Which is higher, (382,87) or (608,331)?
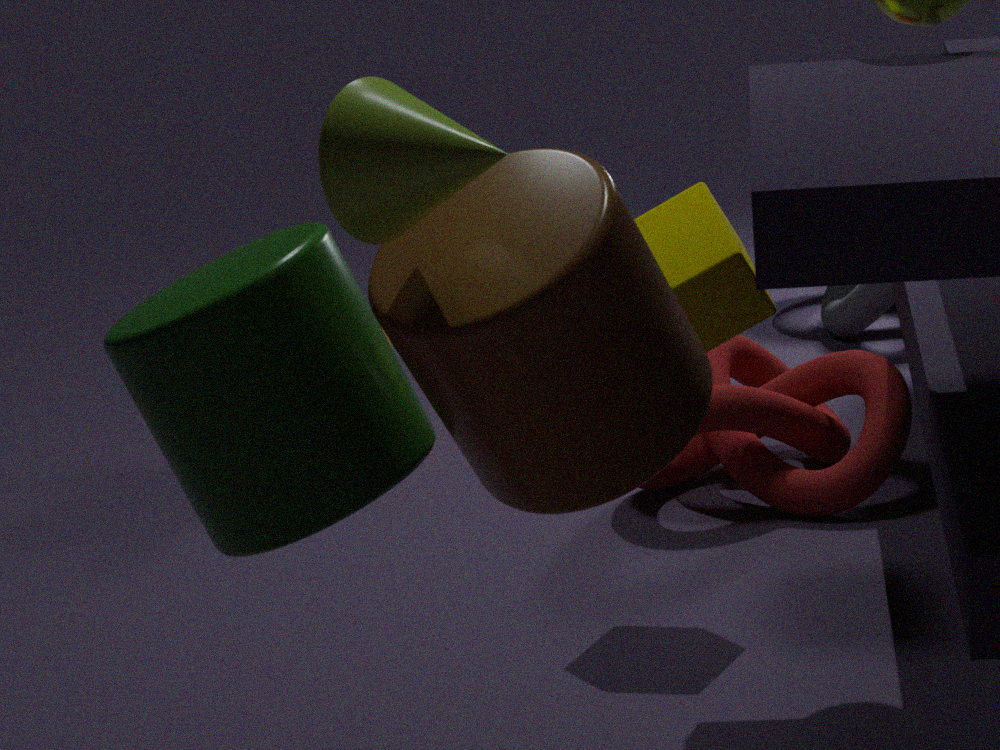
(382,87)
